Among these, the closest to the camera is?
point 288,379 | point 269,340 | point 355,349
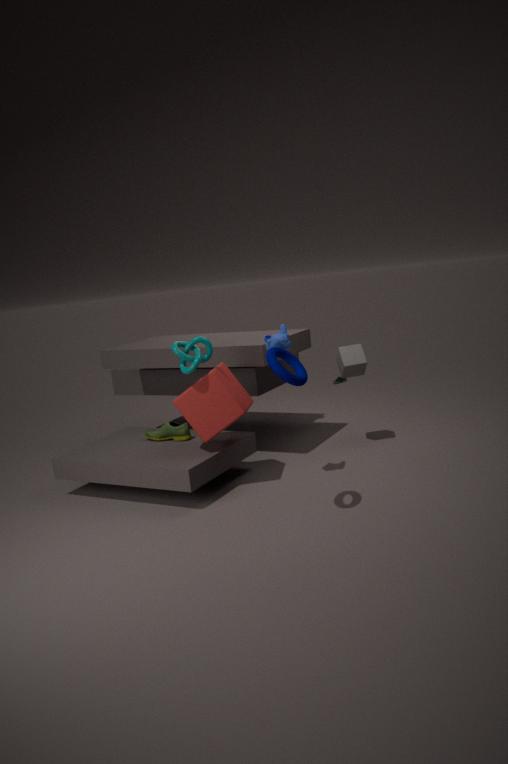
point 288,379
